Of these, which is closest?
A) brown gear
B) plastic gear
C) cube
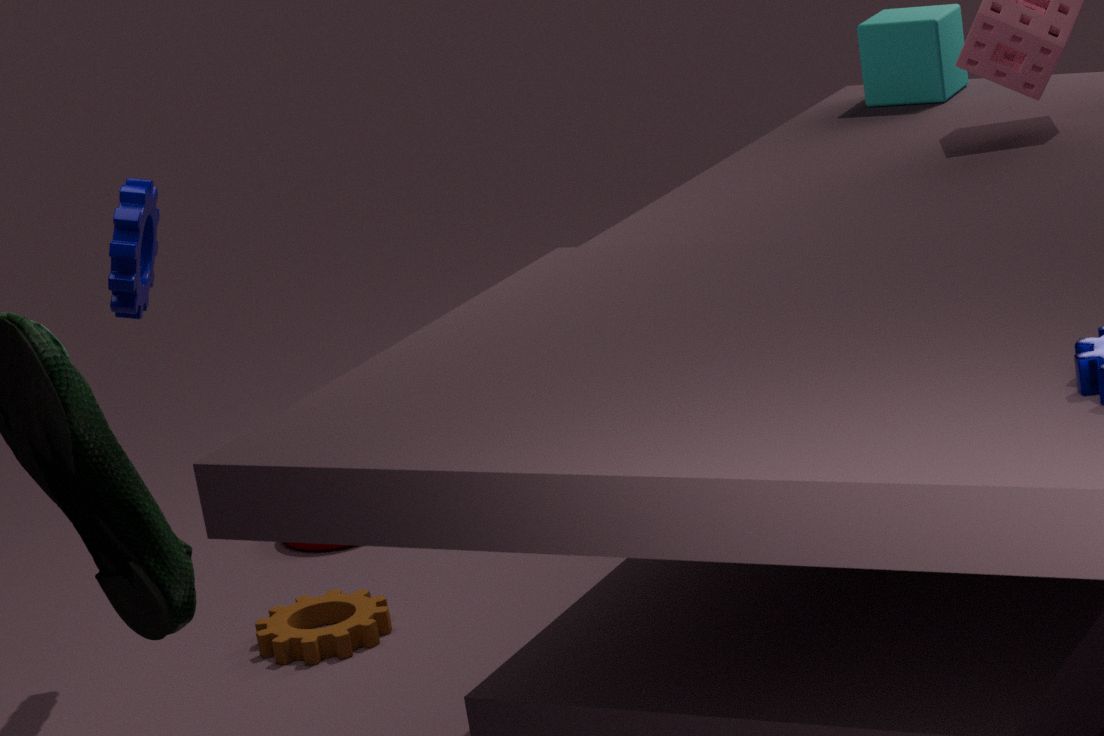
plastic gear
